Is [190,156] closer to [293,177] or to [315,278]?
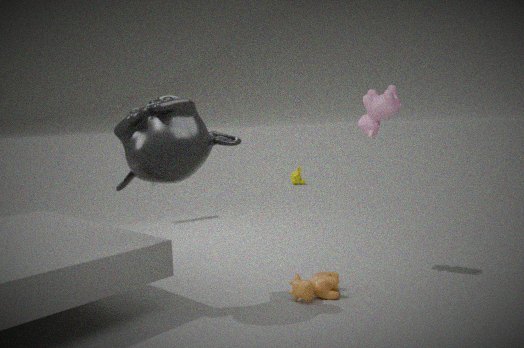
[315,278]
